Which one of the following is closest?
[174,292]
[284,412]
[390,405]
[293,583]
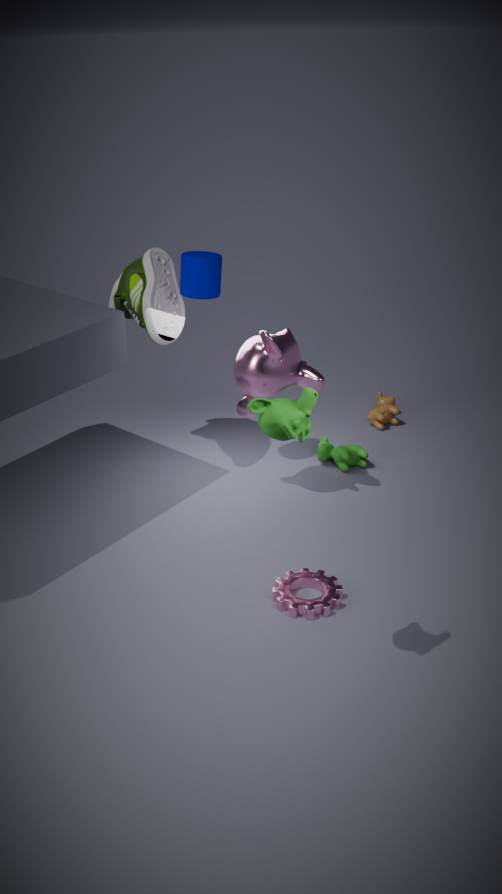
[284,412]
